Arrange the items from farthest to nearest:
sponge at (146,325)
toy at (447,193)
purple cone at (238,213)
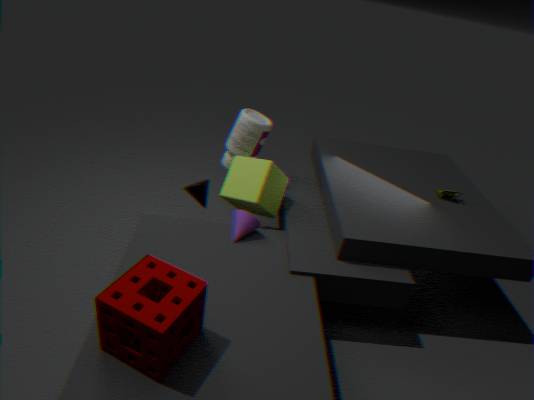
1. toy at (447,193)
2. purple cone at (238,213)
3. sponge at (146,325)
